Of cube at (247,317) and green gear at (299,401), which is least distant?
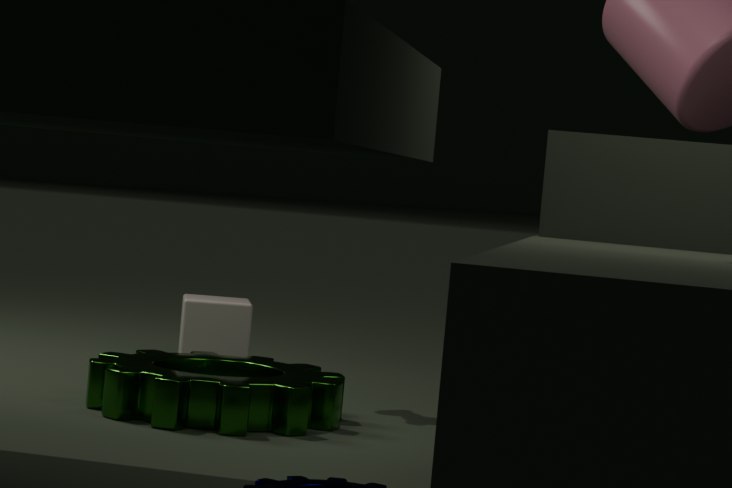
green gear at (299,401)
